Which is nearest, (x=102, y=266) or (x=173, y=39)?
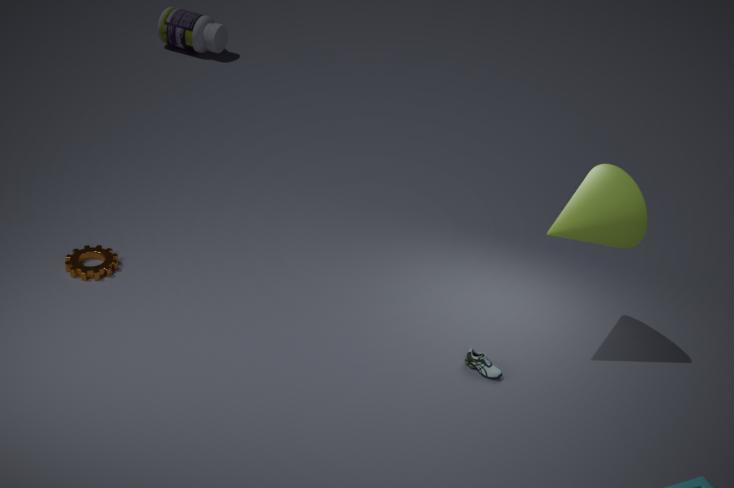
(x=102, y=266)
